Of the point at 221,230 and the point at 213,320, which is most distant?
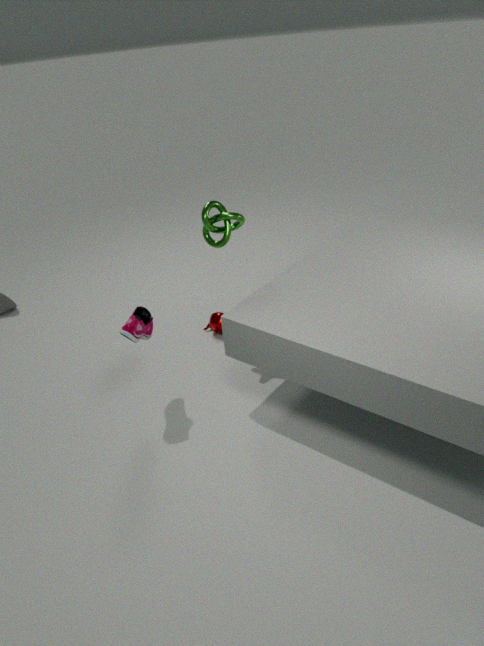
the point at 213,320
